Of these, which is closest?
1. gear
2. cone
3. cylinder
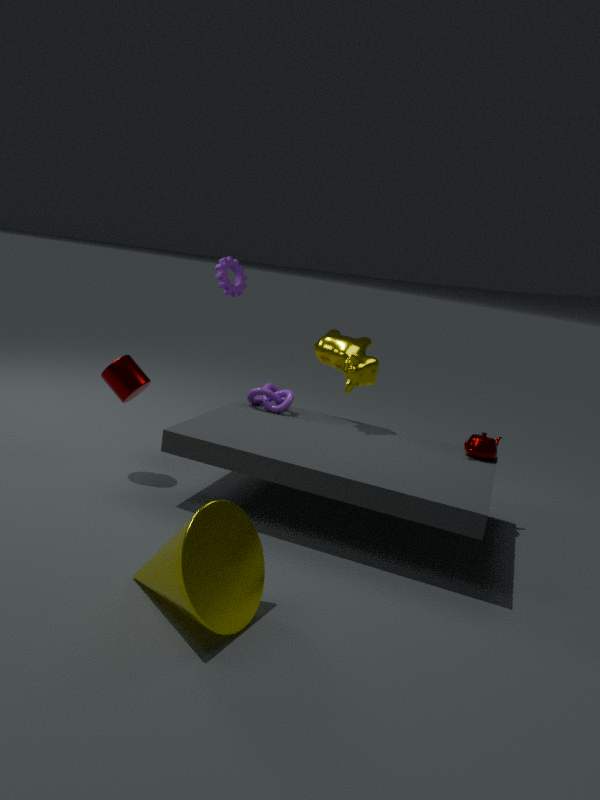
cone
